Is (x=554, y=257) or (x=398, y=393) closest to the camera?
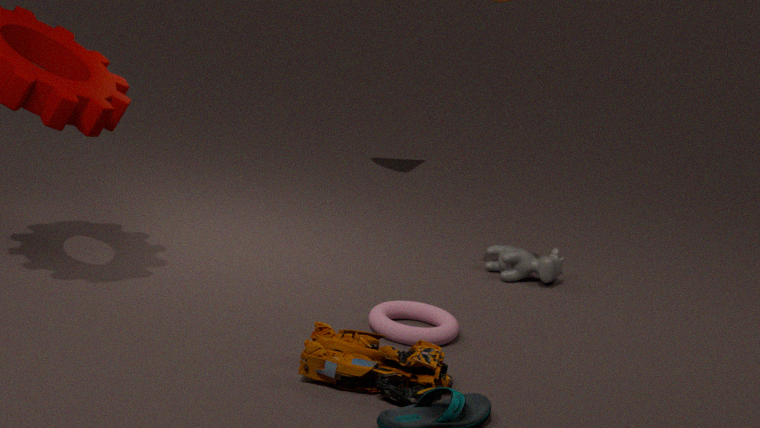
(x=398, y=393)
